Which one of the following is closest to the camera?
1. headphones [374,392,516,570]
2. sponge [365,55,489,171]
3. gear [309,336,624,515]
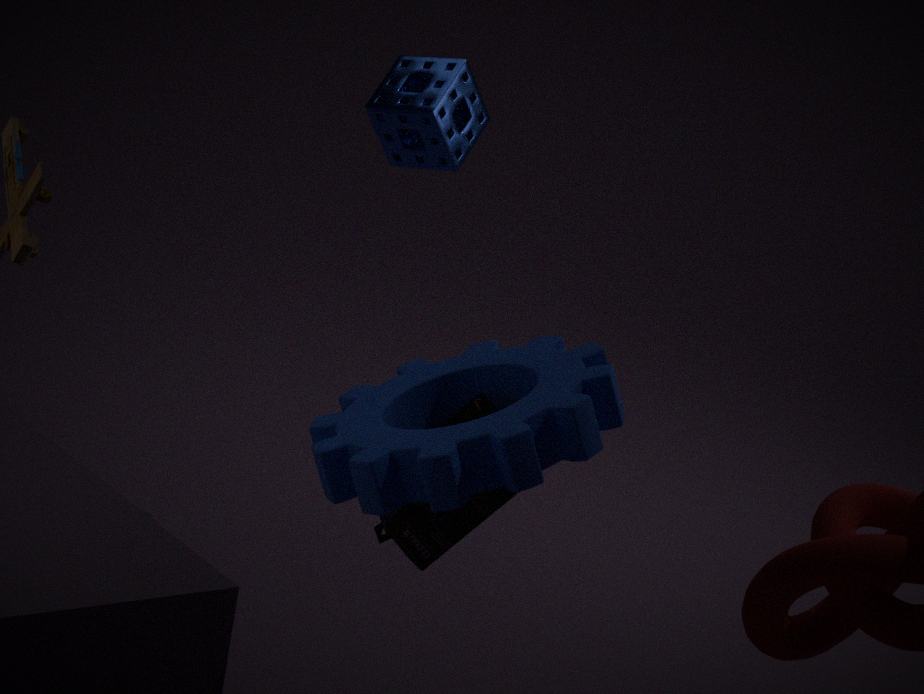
gear [309,336,624,515]
